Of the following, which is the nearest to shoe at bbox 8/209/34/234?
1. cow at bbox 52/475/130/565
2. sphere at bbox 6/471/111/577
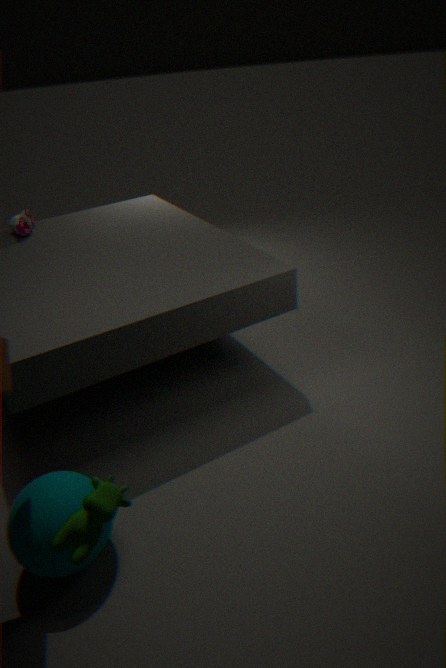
sphere at bbox 6/471/111/577
